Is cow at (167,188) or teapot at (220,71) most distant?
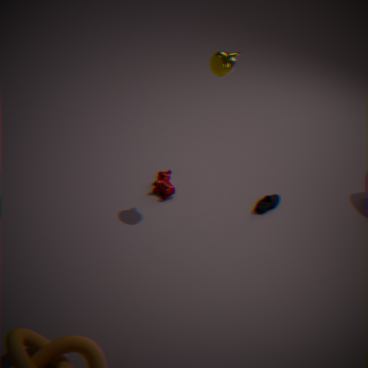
cow at (167,188)
